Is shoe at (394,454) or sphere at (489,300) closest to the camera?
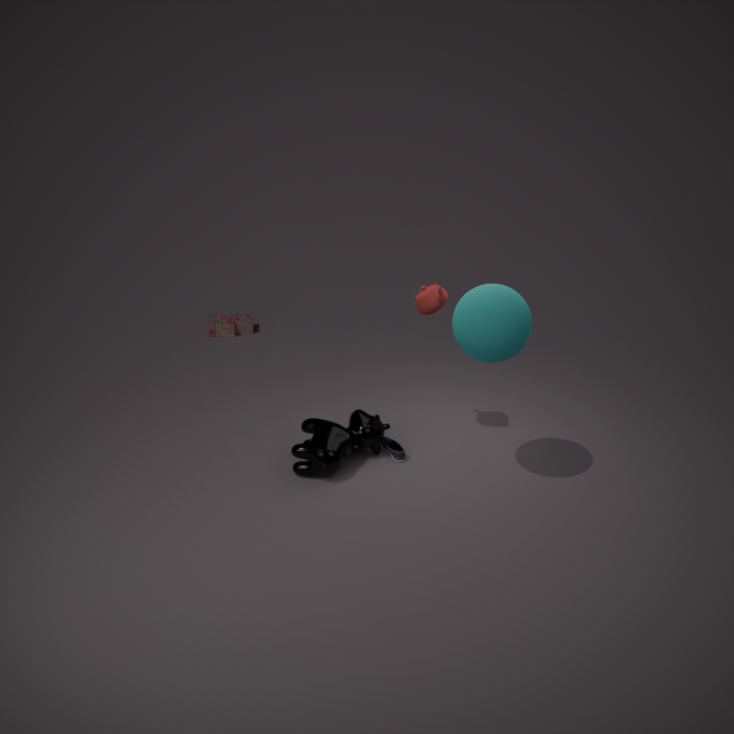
sphere at (489,300)
